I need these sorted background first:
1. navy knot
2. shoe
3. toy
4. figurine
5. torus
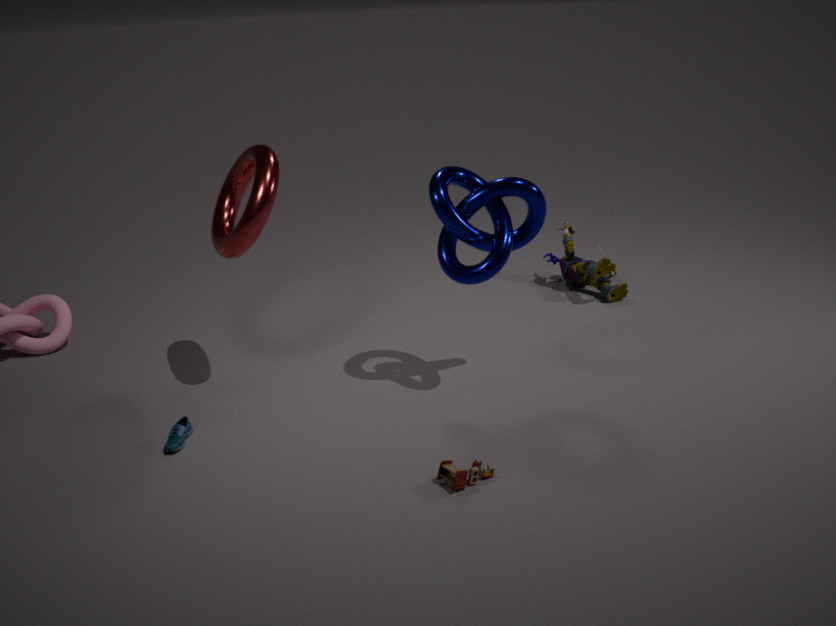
figurine < torus < navy knot < shoe < toy
